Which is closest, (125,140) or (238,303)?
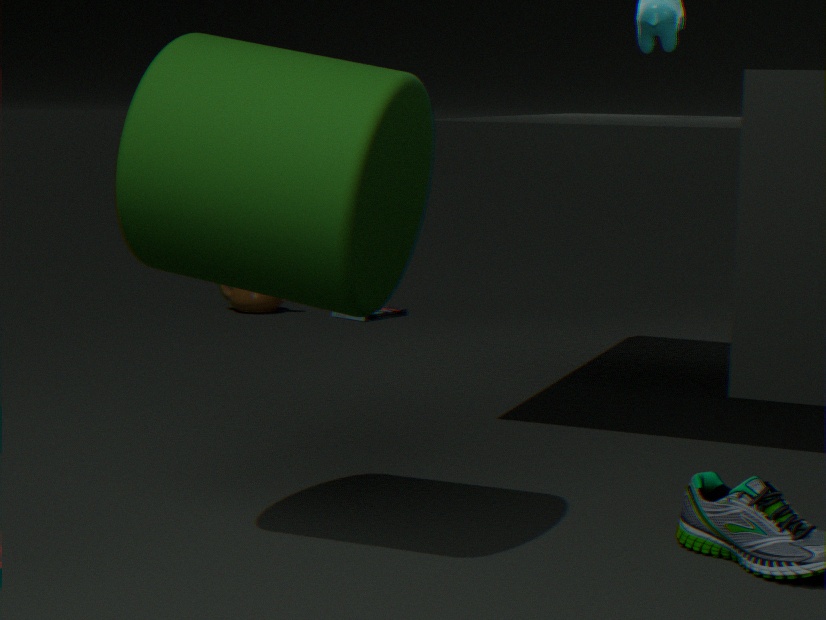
(125,140)
